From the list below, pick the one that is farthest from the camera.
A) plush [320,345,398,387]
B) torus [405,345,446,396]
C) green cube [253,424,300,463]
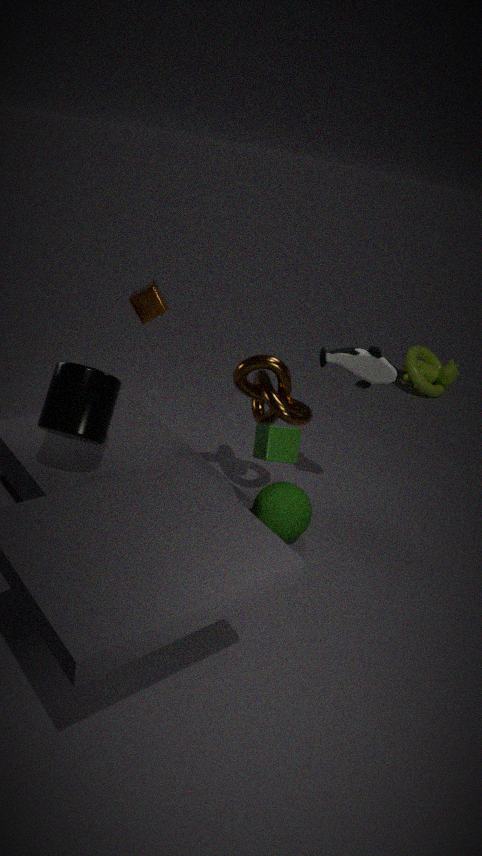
B. torus [405,345,446,396]
